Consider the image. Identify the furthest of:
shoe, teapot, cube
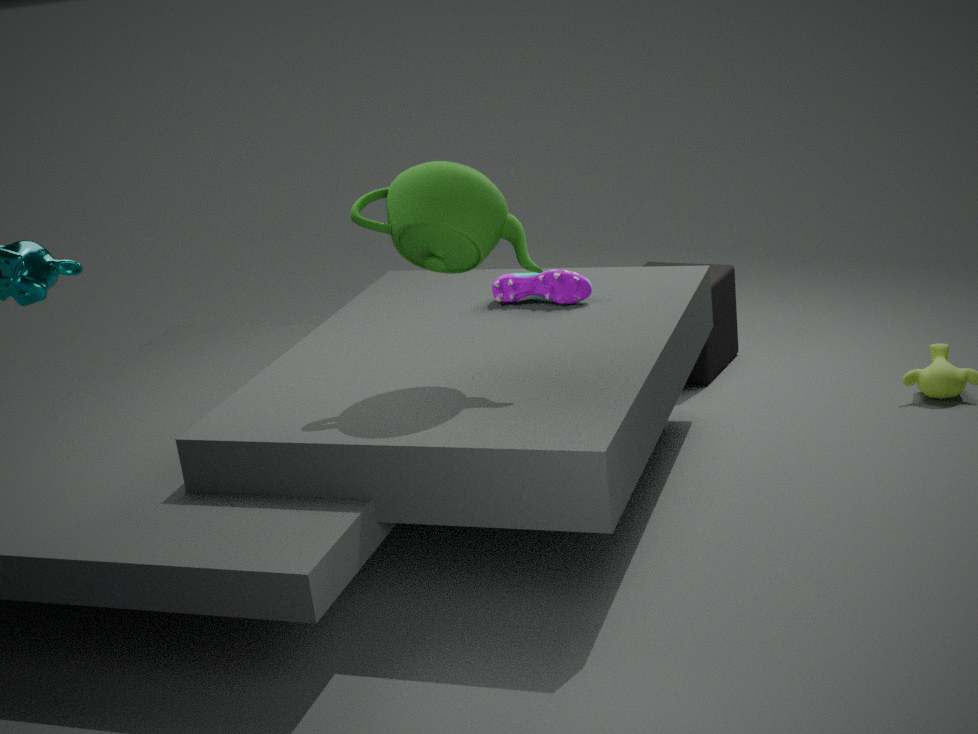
cube
